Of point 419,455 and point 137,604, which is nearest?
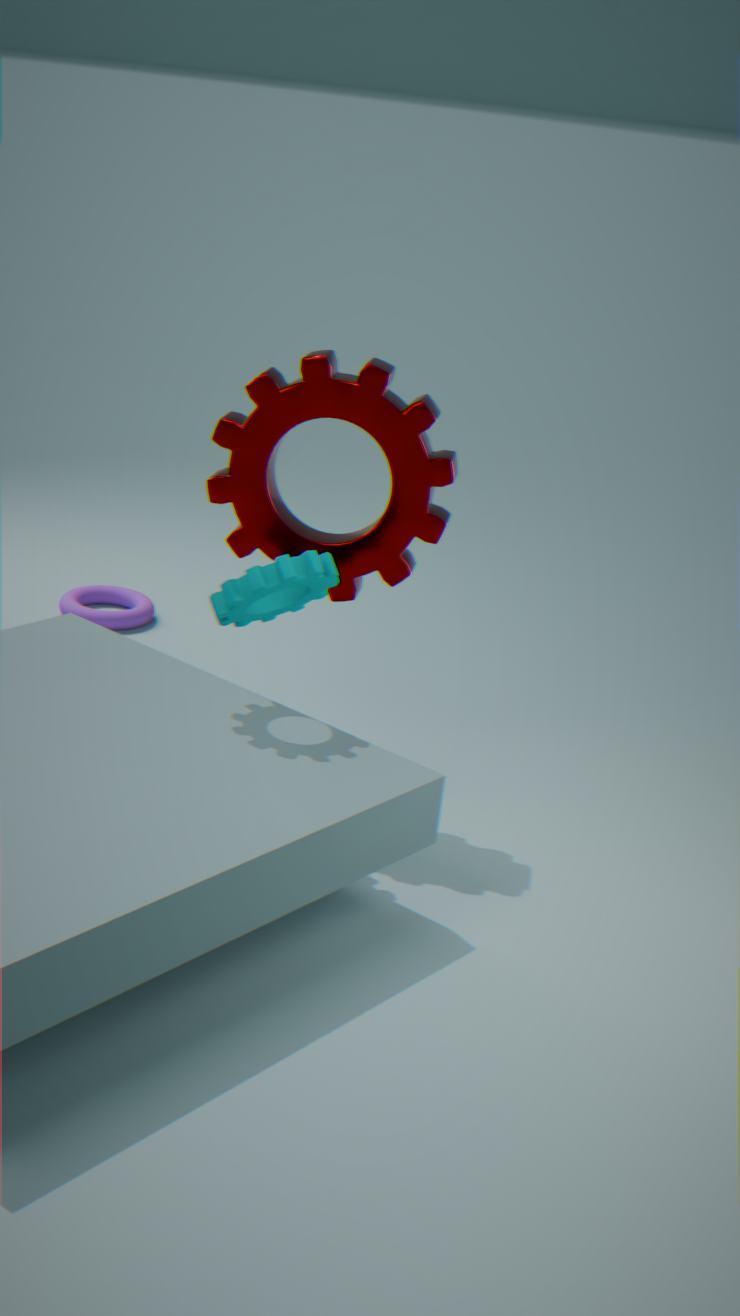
point 419,455
